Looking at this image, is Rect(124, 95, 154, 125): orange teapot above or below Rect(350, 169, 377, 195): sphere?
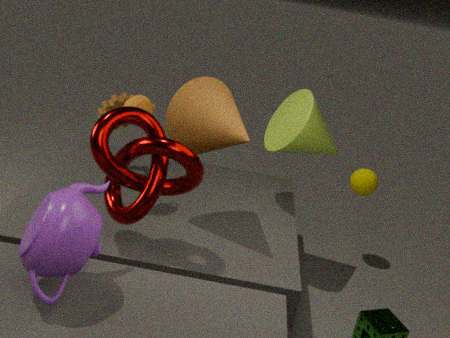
above
